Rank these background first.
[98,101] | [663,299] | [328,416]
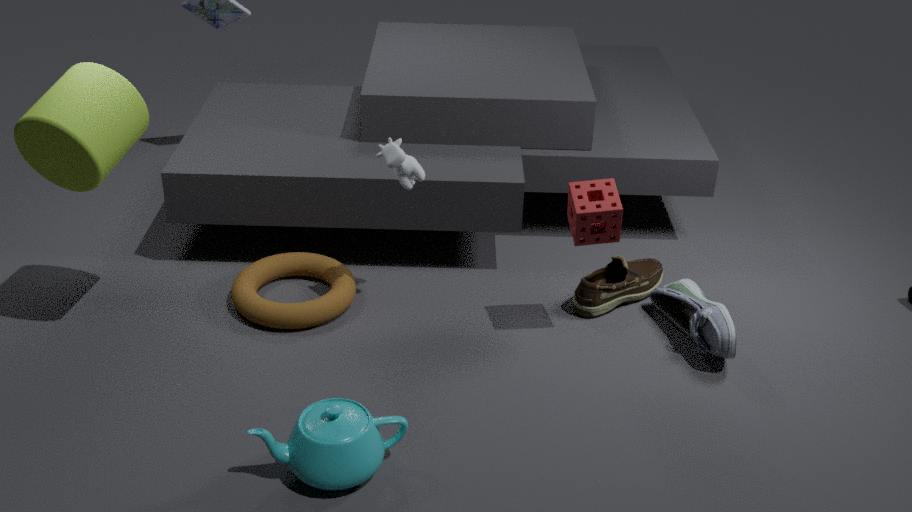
1. [663,299]
2. [98,101]
3. [328,416]
